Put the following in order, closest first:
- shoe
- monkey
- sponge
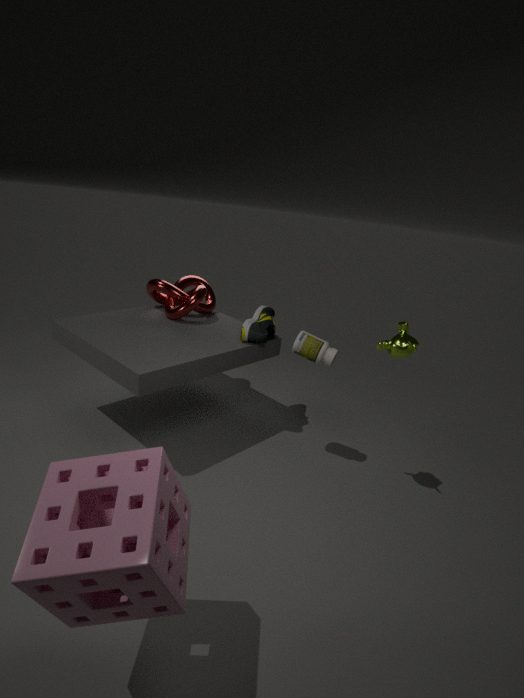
sponge, monkey, shoe
